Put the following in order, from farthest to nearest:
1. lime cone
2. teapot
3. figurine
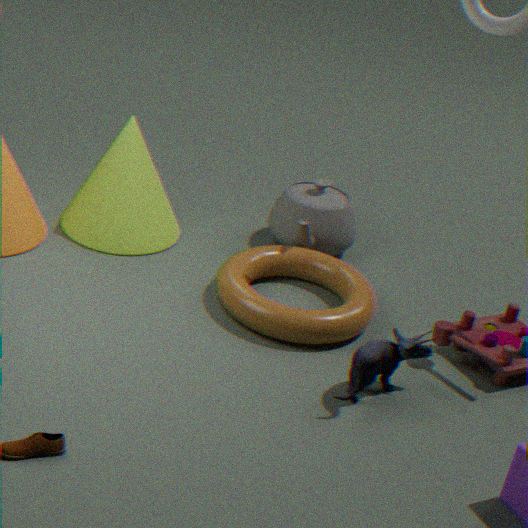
1. teapot
2. lime cone
3. figurine
